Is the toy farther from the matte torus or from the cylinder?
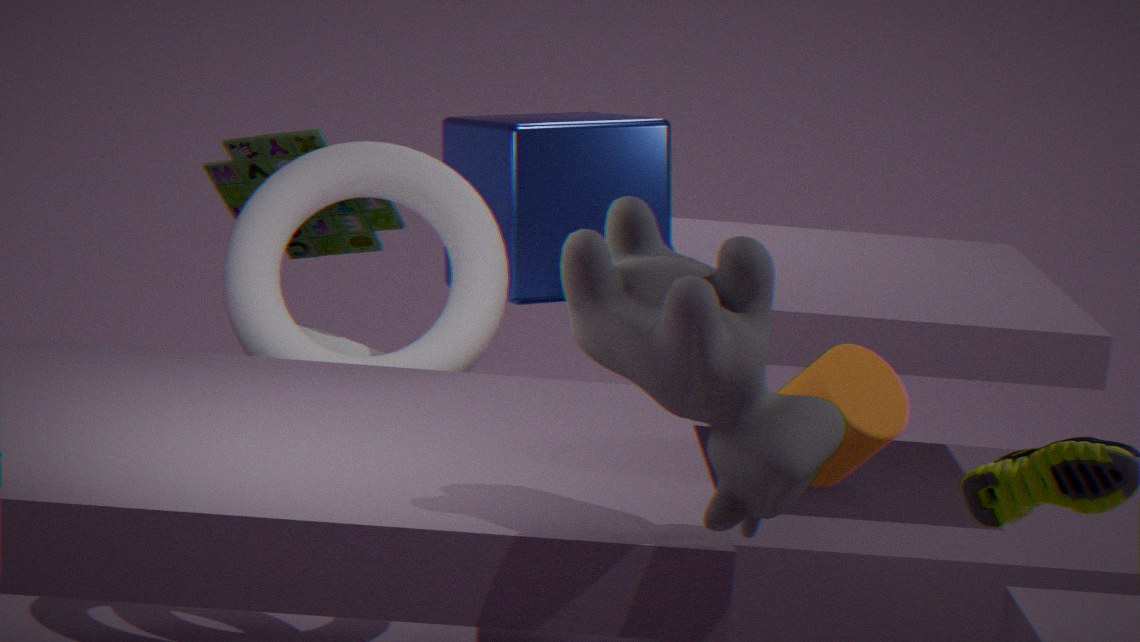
the cylinder
